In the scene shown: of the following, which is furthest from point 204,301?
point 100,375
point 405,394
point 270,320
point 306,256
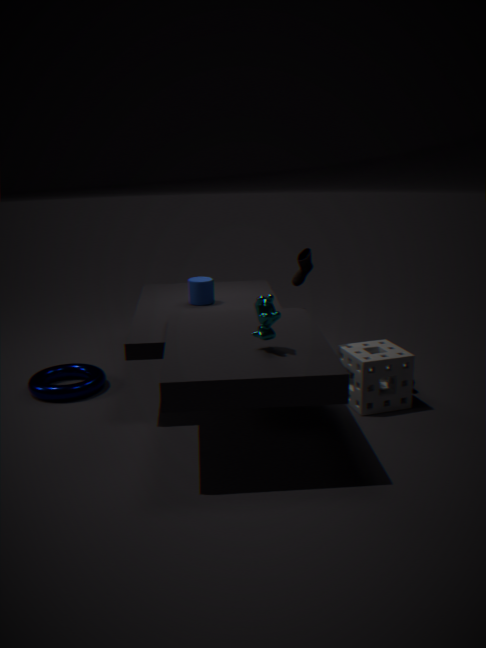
point 405,394
